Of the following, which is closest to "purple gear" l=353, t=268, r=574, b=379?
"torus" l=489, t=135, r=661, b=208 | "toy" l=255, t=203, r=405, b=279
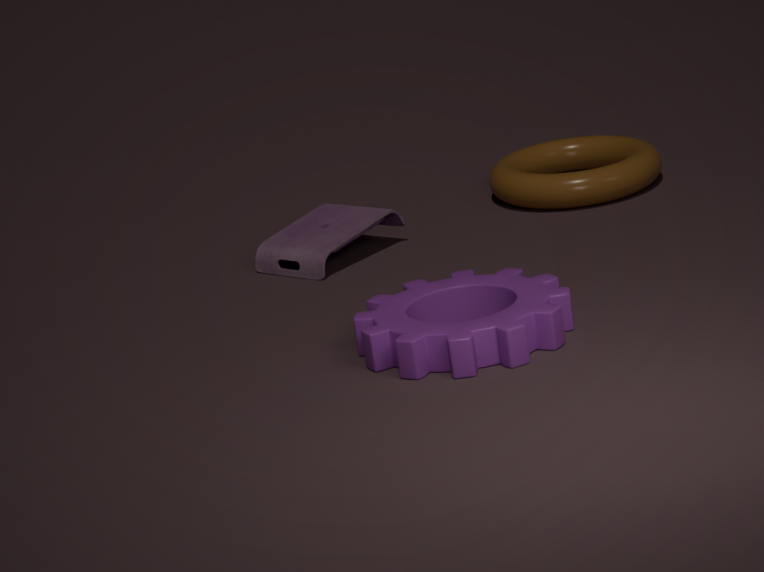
"toy" l=255, t=203, r=405, b=279
